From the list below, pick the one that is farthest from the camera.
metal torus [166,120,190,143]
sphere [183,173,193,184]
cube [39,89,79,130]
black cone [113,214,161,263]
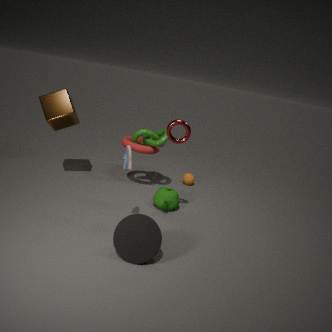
sphere [183,173,193,184]
